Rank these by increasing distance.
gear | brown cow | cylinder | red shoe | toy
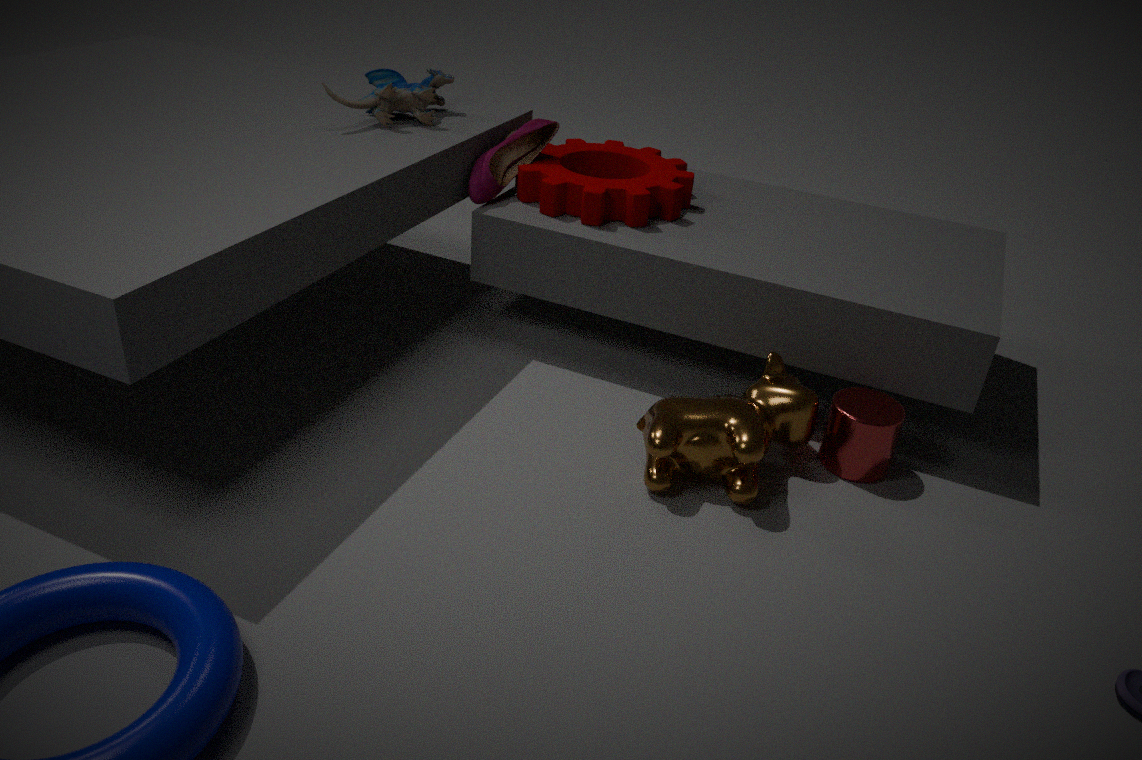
brown cow, cylinder, gear, toy, red shoe
